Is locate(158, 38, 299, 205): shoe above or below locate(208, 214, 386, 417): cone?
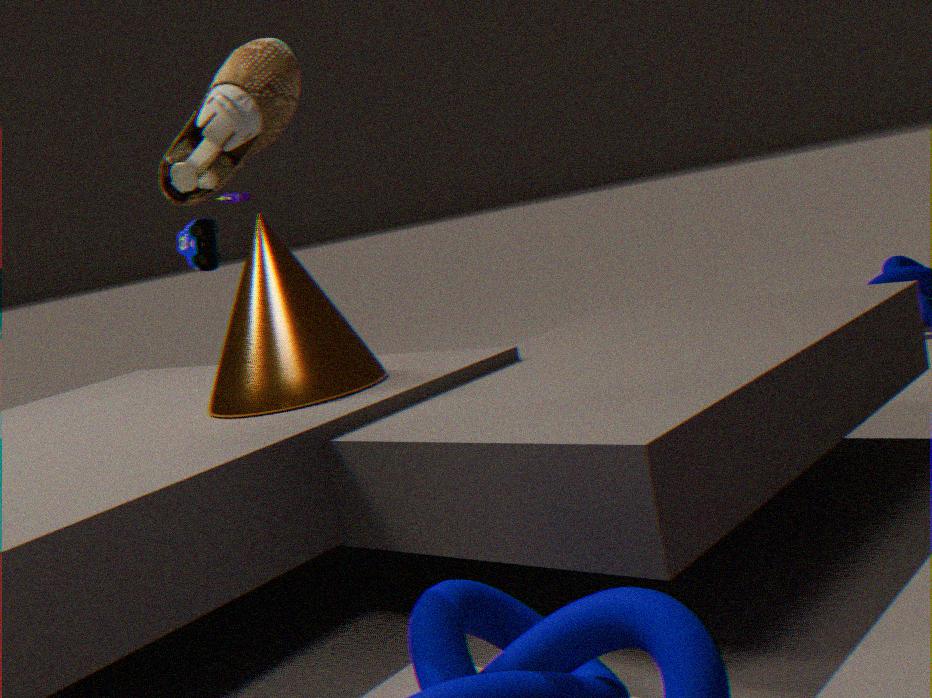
above
